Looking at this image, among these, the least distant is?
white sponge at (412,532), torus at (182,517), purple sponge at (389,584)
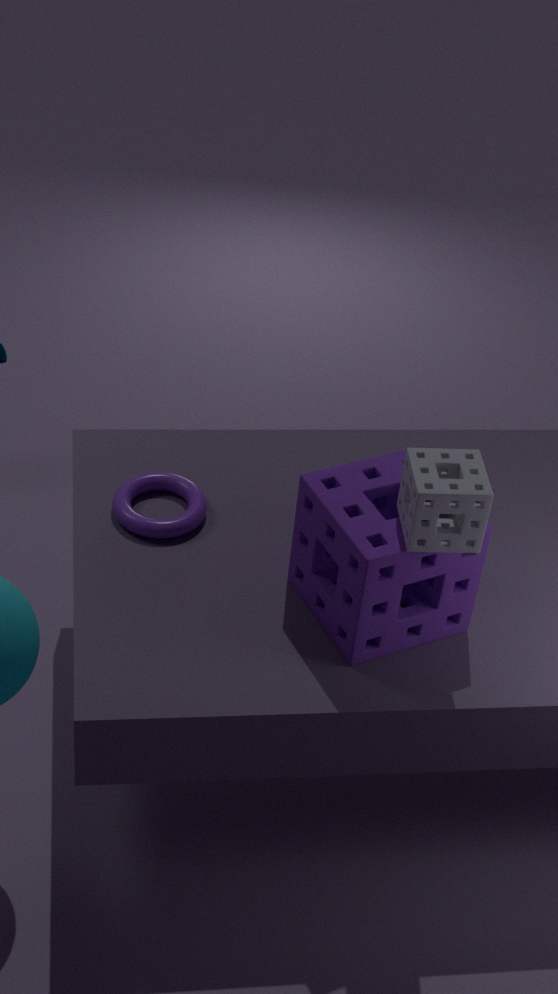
white sponge at (412,532)
